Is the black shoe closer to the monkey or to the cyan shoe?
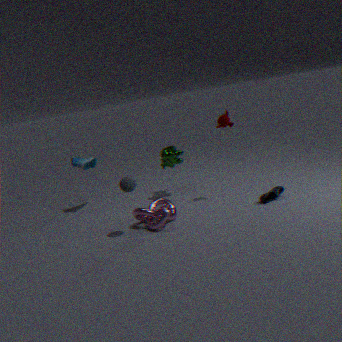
the monkey
